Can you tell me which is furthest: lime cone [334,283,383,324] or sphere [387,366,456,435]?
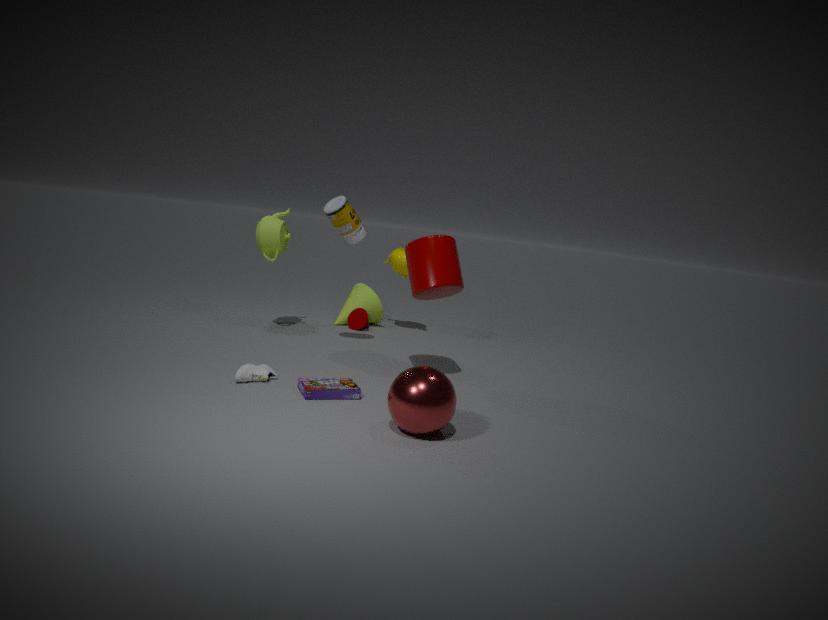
lime cone [334,283,383,324]
